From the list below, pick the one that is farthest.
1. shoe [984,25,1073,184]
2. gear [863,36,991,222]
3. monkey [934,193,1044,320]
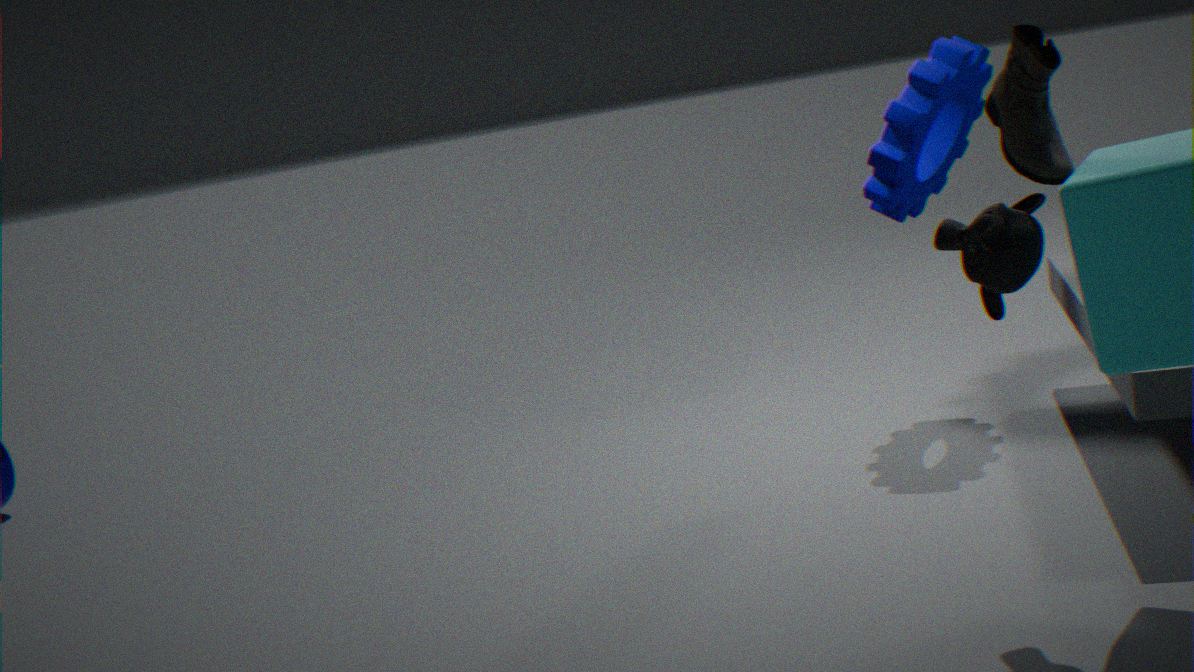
gear [863,36,991,222]
